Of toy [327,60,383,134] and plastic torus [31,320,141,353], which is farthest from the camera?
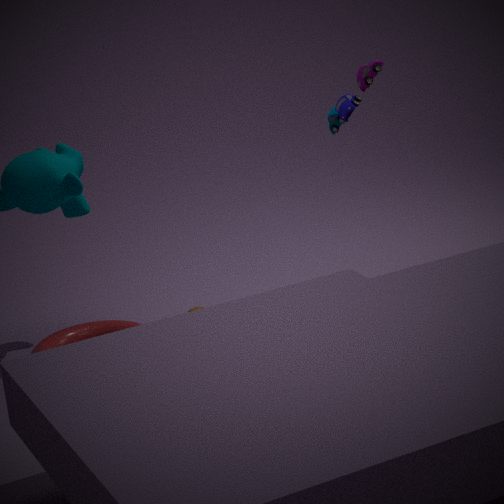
plastic torus [31,320,141,353]
